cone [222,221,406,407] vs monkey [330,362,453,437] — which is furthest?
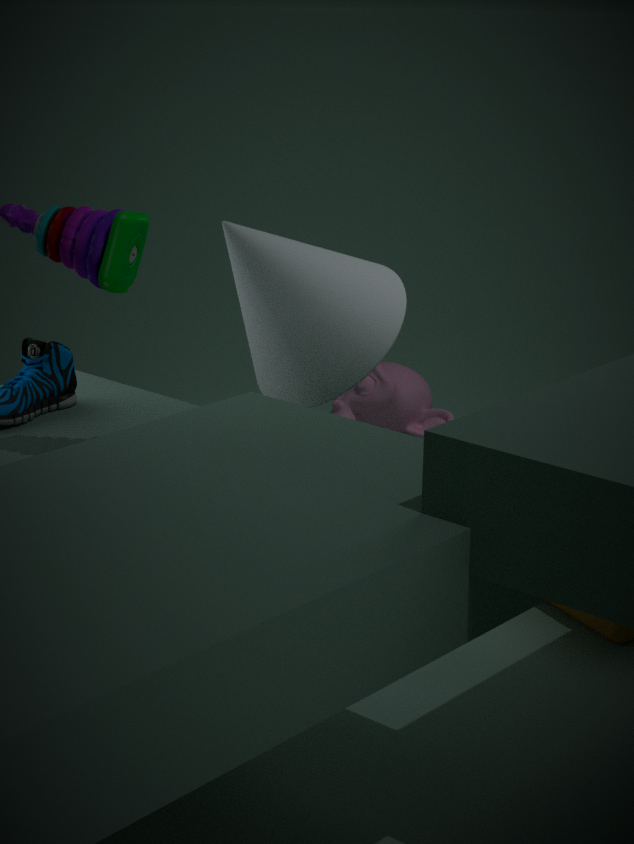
monkey [330,362,453,437]
